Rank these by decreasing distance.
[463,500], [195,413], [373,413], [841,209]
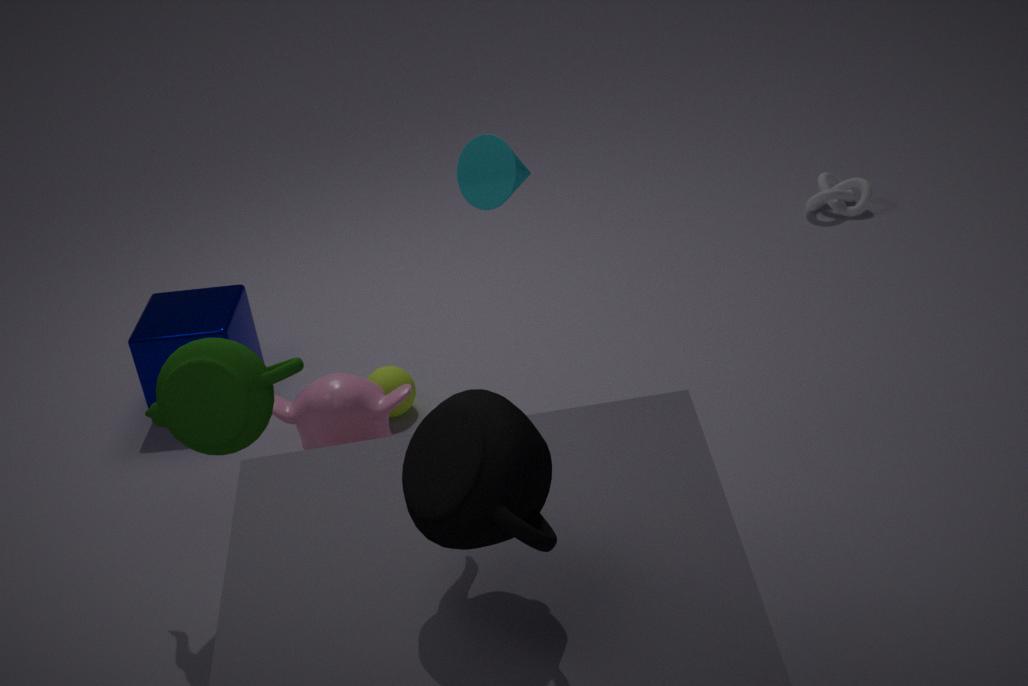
[841,209] < [373,413] < [195,413] < [463,500]
